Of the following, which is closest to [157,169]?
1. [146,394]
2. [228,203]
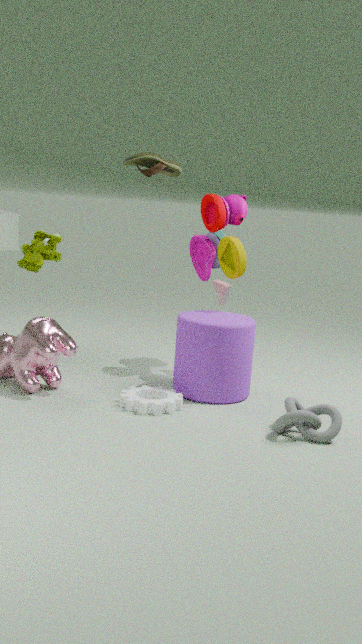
[228,203]
